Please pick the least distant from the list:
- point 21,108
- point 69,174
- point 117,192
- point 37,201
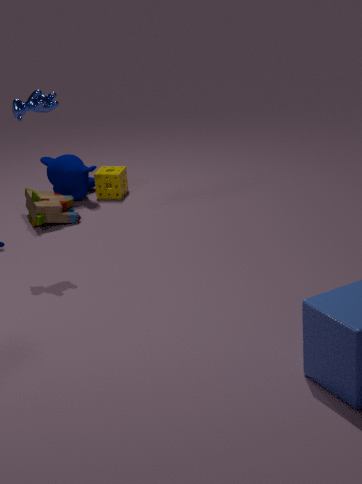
point 21,108
